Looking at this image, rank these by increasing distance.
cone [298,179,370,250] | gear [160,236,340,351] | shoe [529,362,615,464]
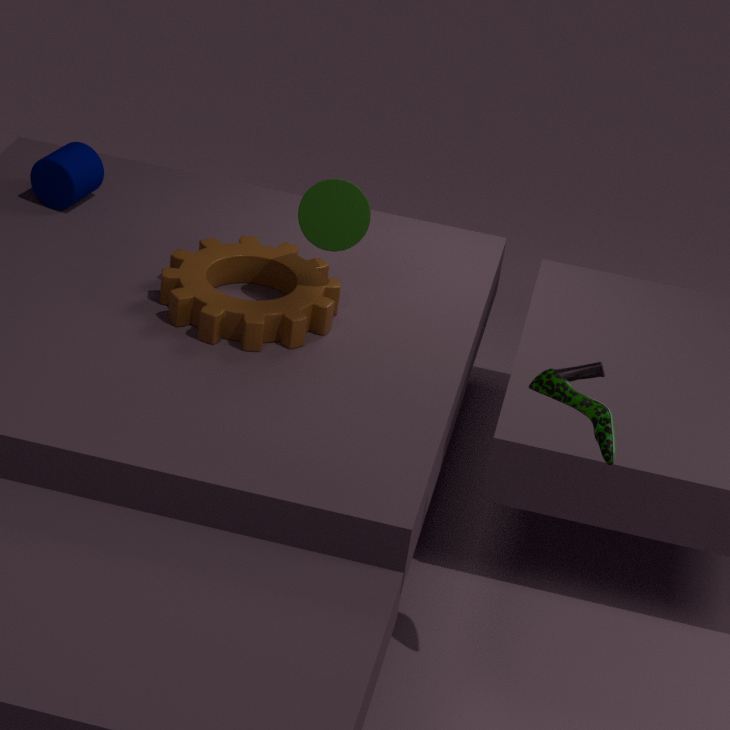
shoe [529,362,615,464] → gear [160,236,340,351] → cone [298,179,370,250]
